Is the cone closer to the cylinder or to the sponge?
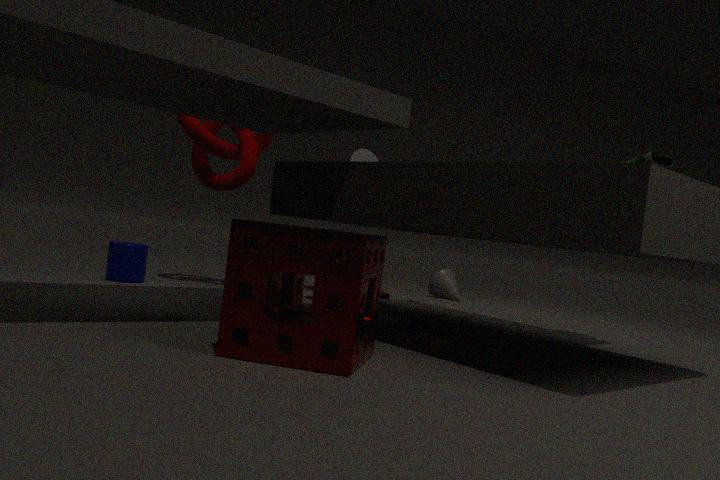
the cylinder
